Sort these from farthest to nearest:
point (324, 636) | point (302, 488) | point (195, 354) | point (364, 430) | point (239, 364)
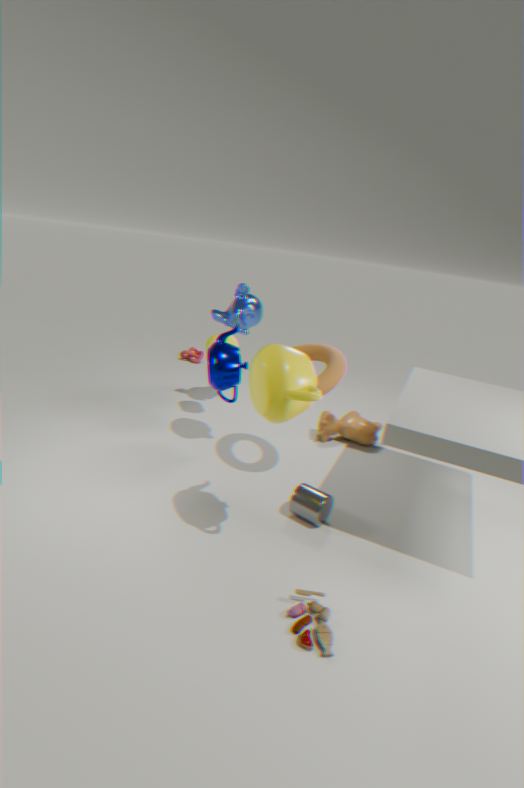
point (195, 354) < point (364, 430) < point (239, 364) < point (302, 488) < point (324, 636)
